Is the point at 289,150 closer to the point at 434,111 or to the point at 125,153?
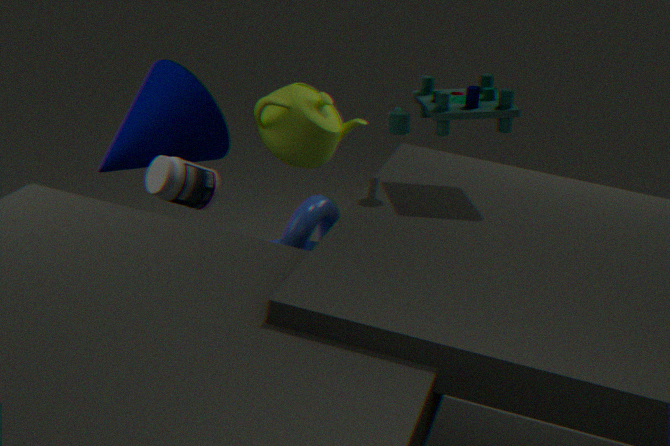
the point at 125,153
